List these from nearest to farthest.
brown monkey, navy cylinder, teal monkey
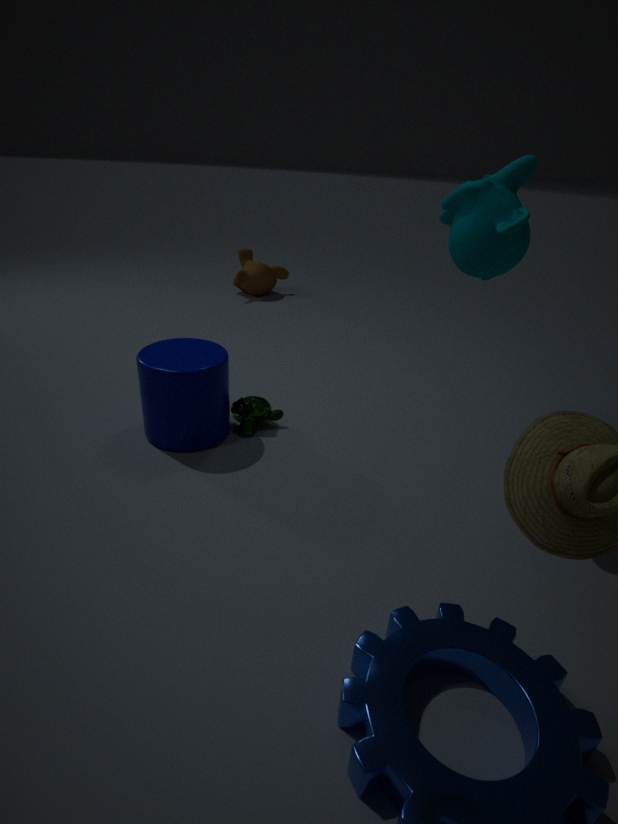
teal monkey < navy cylinder < brown monkey
